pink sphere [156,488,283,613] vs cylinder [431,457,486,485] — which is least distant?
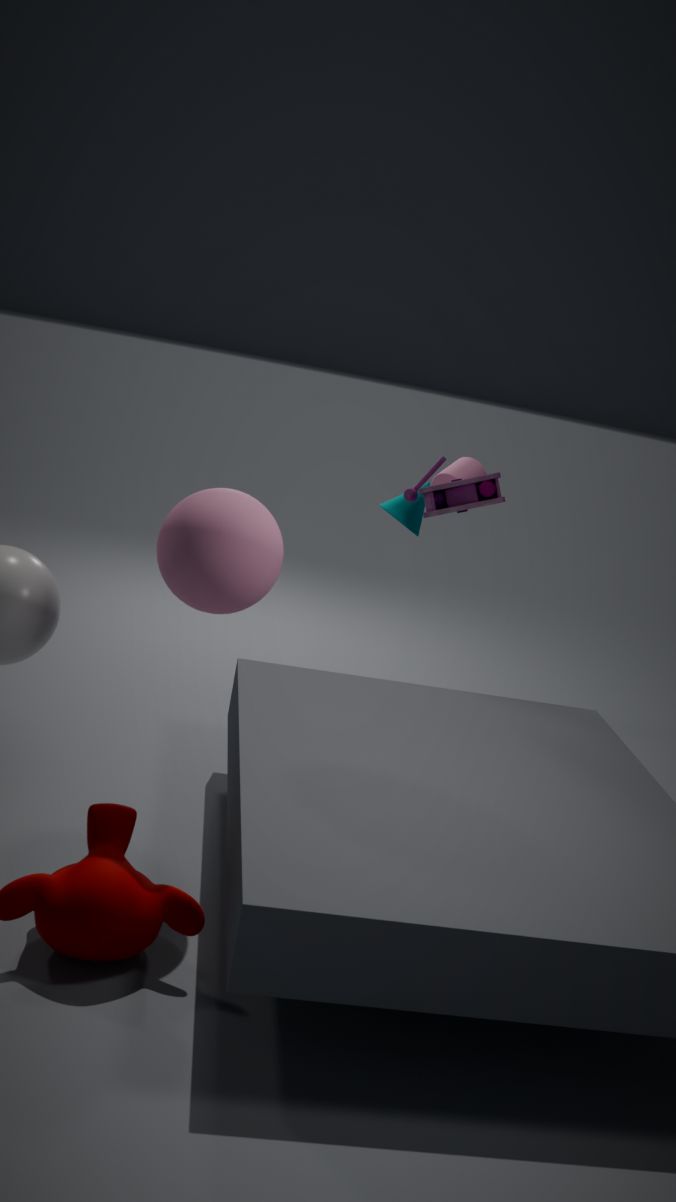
pink sphere [156,488,283,613]
